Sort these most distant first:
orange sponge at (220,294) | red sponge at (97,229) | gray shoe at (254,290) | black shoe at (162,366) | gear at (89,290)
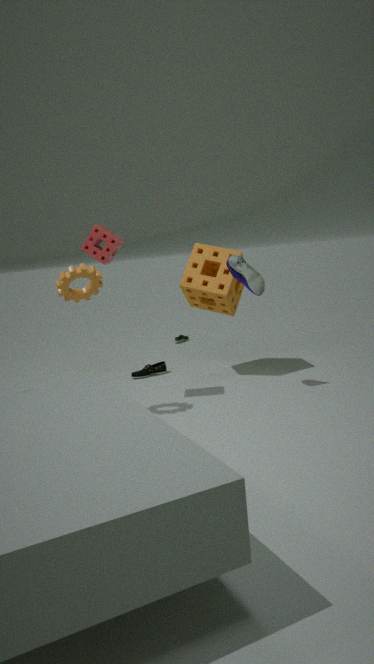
black shoe at (162,366) < orange sponge at (220,294) < gray shoe at (254,290) < red sponge at (97,229) < gear at (89,290)
